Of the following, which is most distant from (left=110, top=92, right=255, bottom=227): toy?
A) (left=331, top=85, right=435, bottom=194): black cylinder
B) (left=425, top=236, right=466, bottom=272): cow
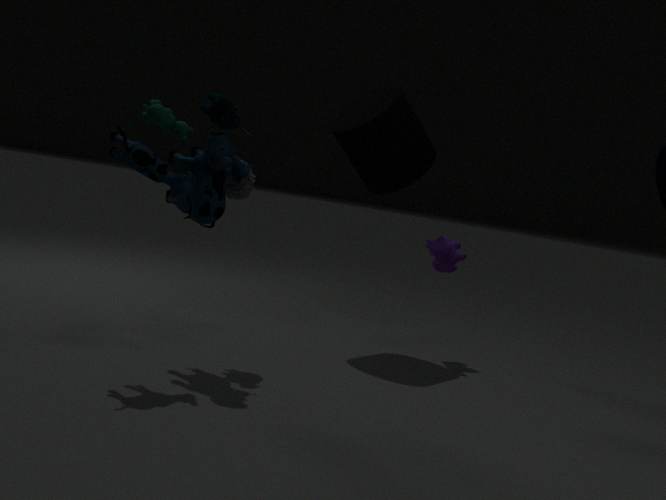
(left=425, top=236, right=466, bottom=272): cow
